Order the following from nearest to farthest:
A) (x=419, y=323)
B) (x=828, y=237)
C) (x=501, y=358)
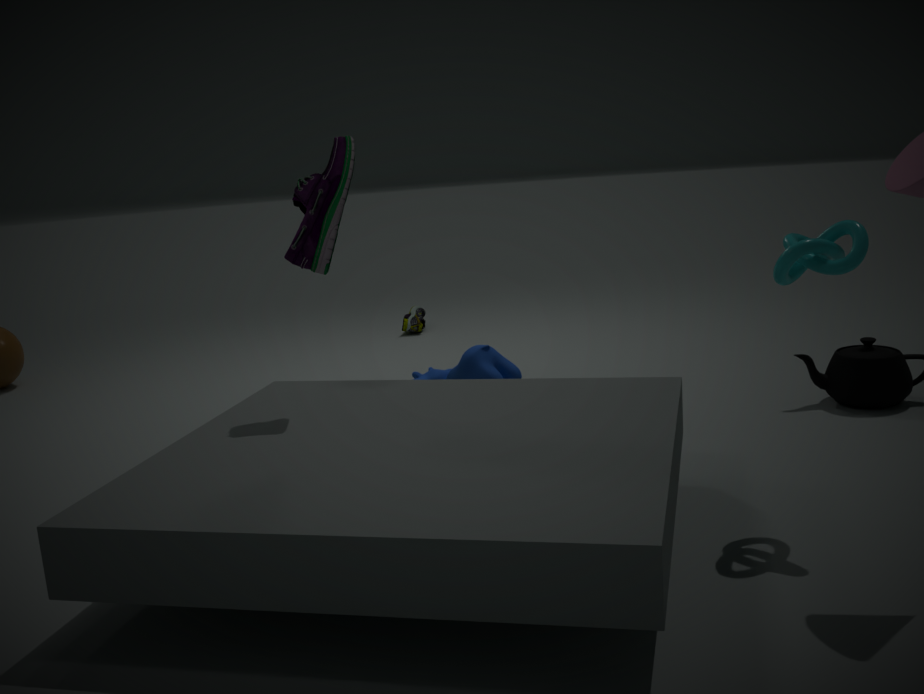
(x=828, y=237) < (x=501, y=358) < (x=419, y=323)
